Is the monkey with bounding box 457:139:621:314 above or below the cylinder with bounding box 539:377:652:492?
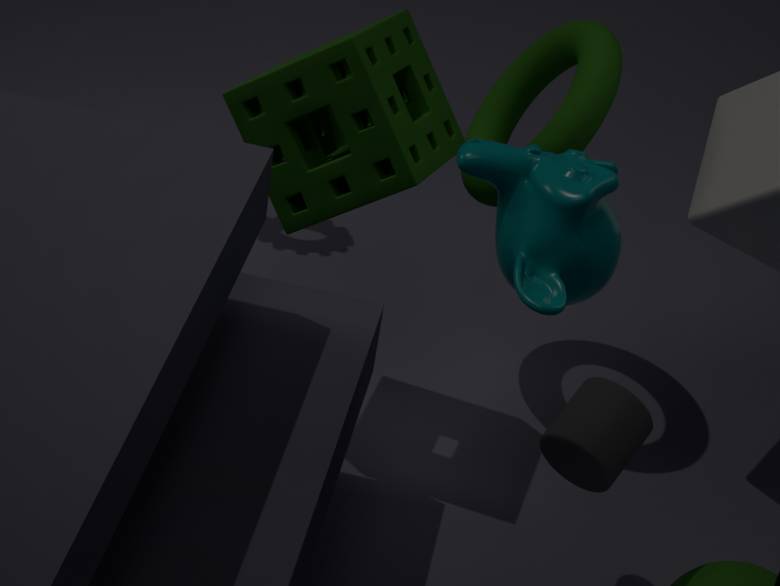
above
